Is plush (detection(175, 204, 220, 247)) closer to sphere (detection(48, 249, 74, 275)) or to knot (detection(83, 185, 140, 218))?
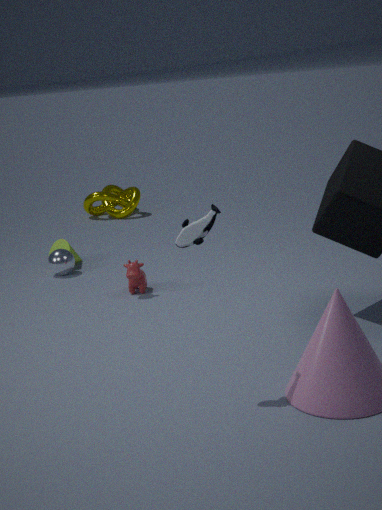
sphere (detection(48, 249, 74, 275))
